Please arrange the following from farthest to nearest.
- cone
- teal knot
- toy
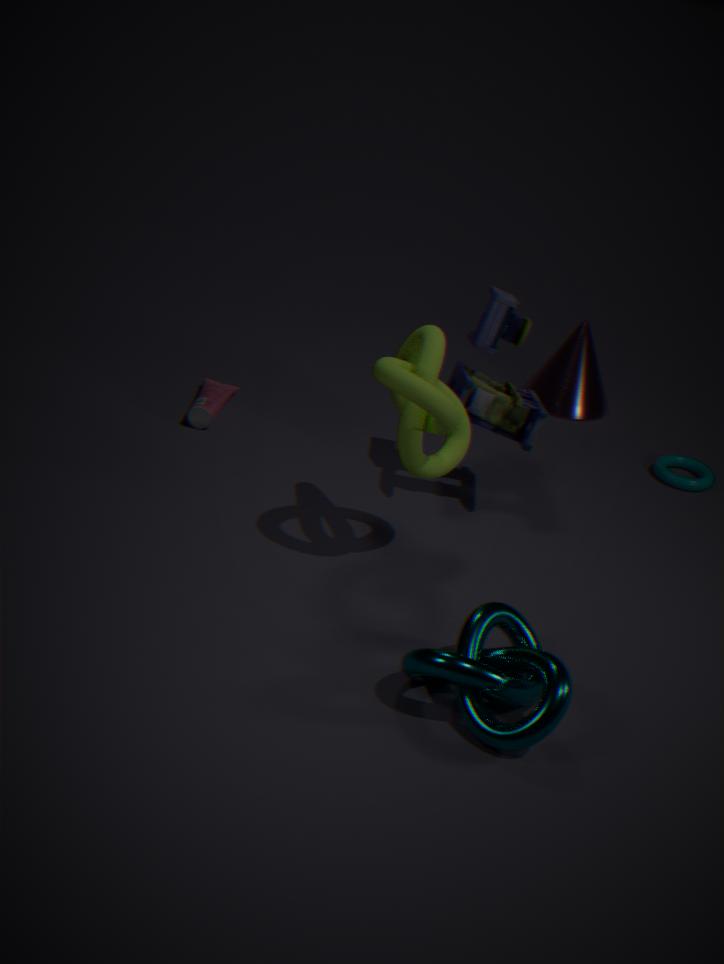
cone
toy
teal knot
